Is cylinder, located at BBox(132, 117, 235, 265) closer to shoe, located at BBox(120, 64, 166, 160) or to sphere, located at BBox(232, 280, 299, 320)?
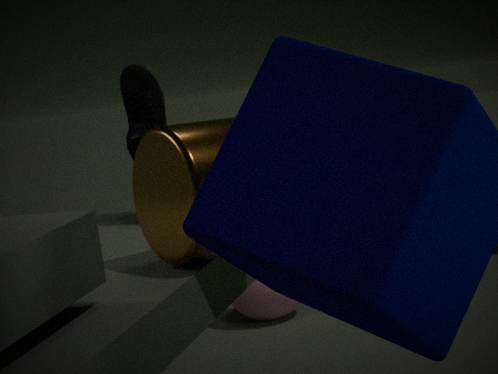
shoe, located at BBox(120, 64, 166, 160)
